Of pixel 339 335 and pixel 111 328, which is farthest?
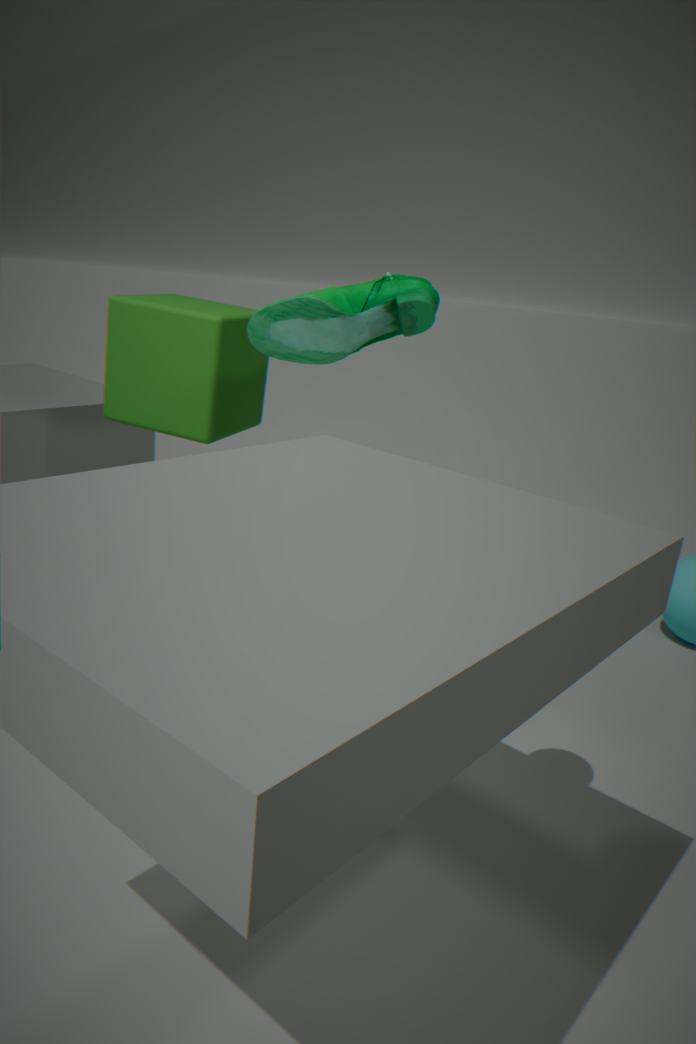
pixel 111 328
